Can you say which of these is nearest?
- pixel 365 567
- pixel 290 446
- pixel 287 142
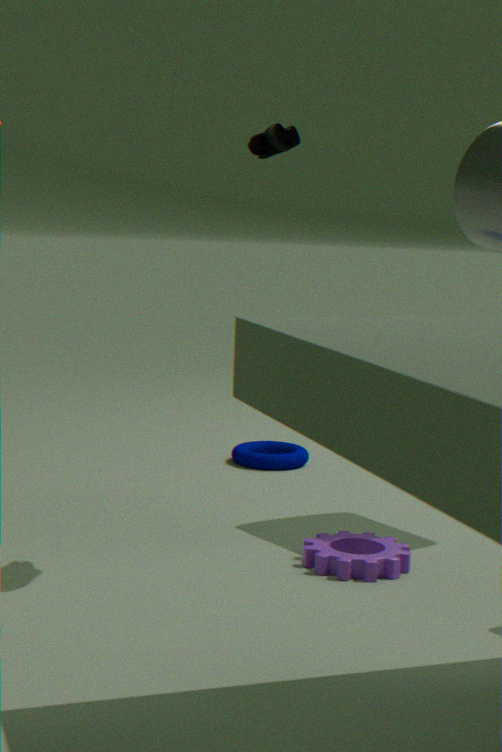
pixel 287 142
